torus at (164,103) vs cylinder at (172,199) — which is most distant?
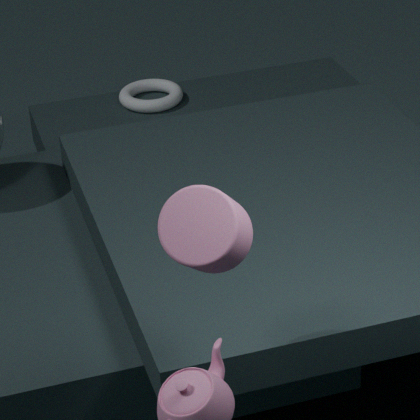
torus at (164,103)
